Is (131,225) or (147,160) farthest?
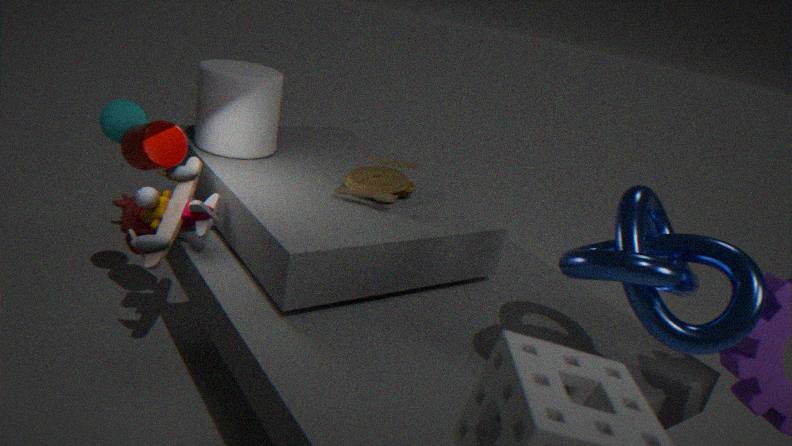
(131,225)
